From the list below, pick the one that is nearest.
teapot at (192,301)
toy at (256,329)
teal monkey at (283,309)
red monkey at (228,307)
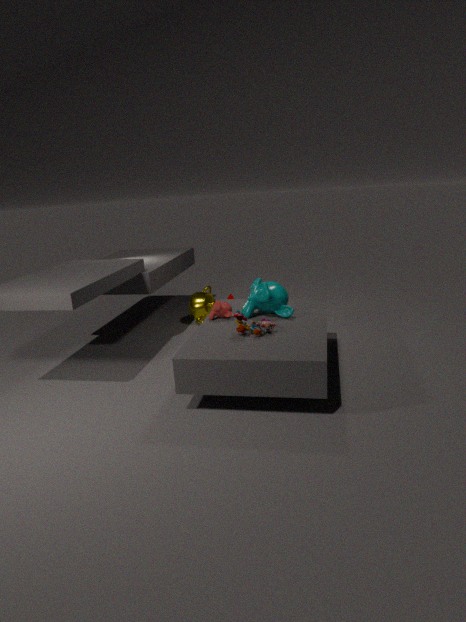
toy at (256,329)
